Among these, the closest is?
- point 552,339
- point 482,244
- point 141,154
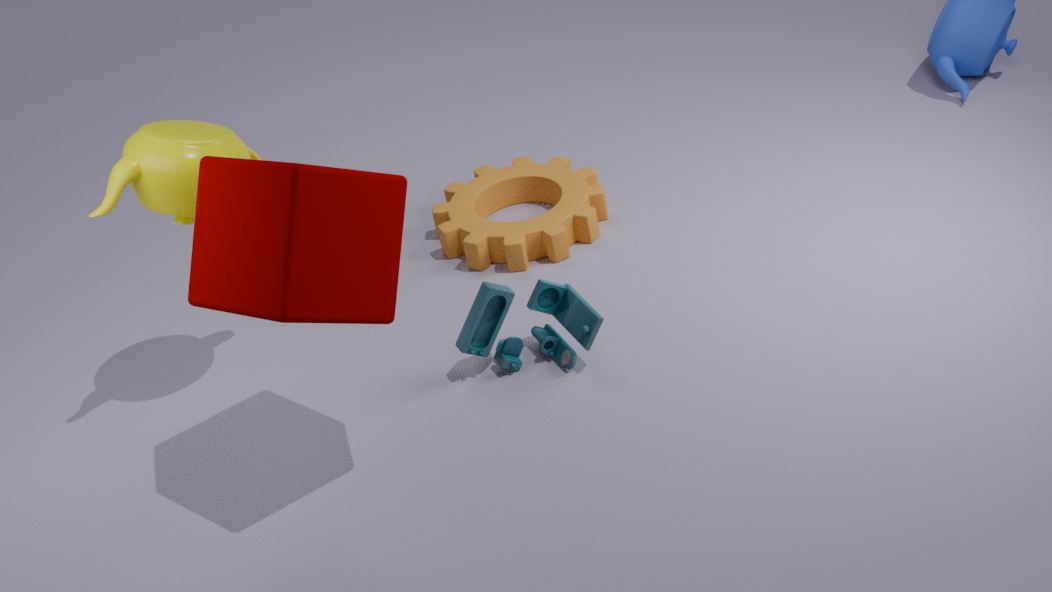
point 141,154
